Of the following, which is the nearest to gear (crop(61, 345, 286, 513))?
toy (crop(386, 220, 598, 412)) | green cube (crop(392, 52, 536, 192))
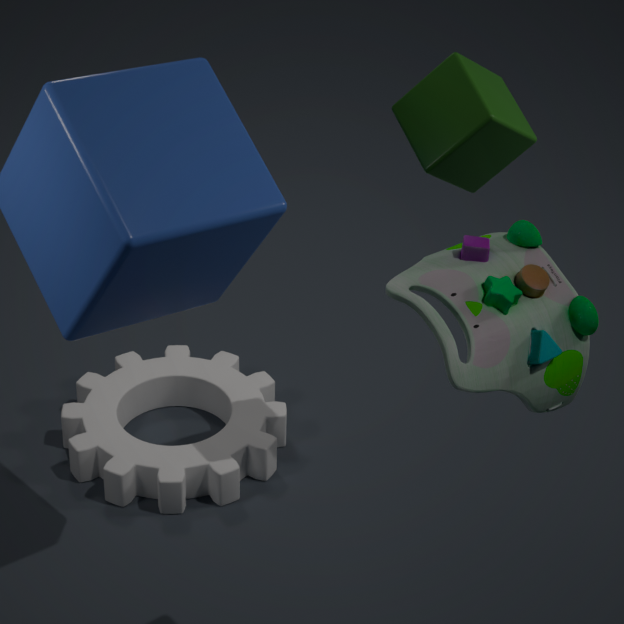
green cube (crop(392, 52, 536, 192))
